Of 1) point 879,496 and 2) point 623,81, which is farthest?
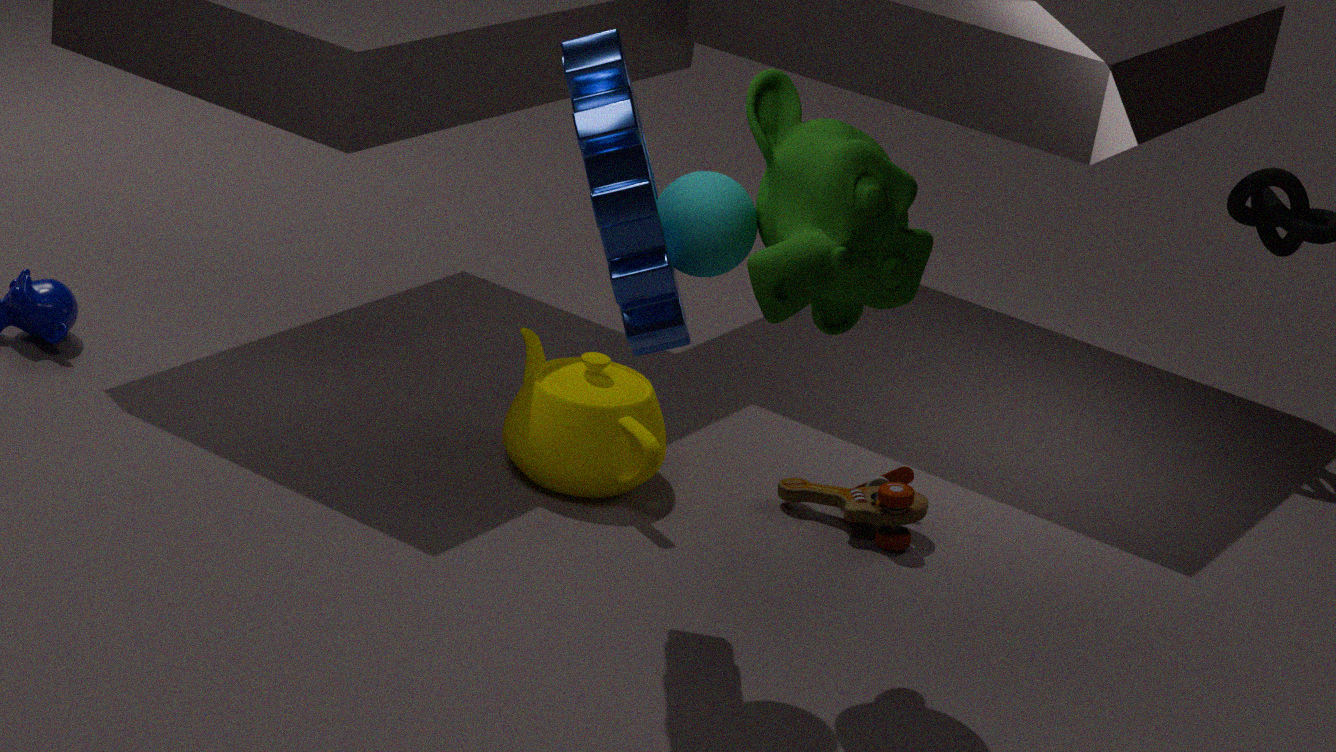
1. point 879,496
